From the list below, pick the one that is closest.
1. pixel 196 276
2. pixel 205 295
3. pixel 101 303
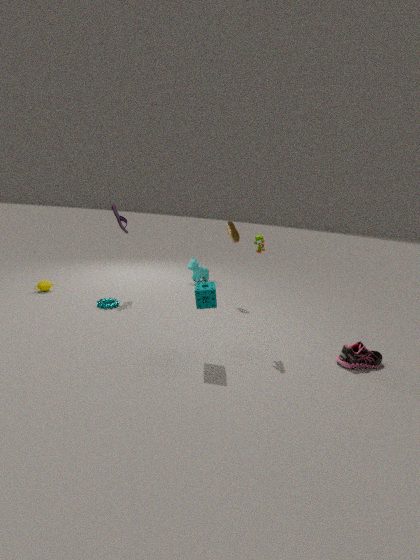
pixel 205 295
